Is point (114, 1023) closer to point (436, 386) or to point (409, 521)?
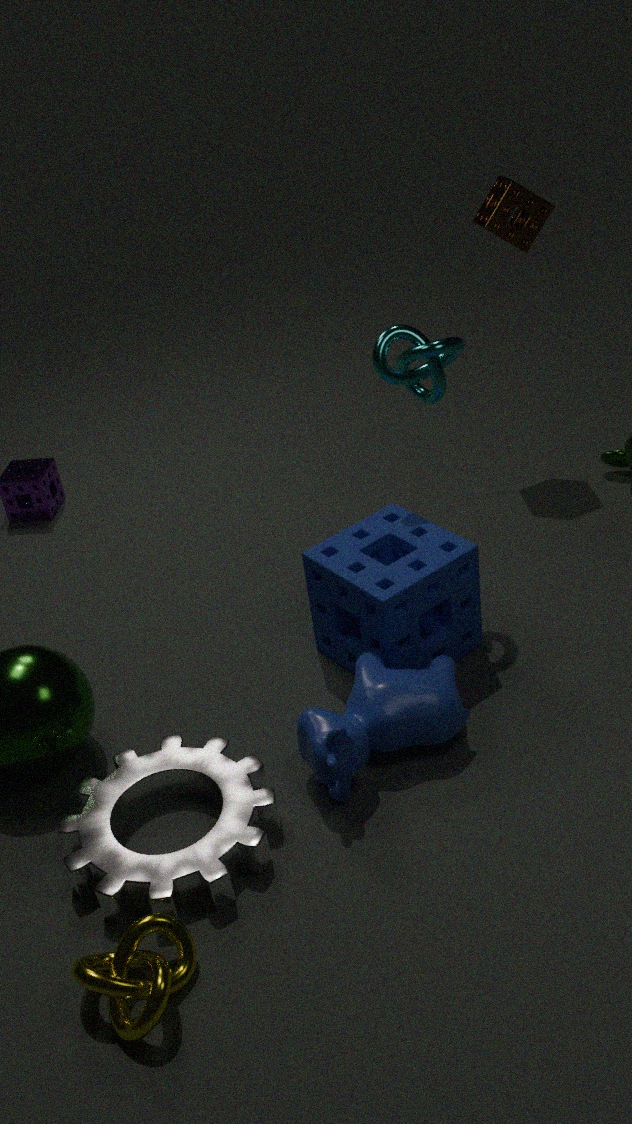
point (409, 521)
